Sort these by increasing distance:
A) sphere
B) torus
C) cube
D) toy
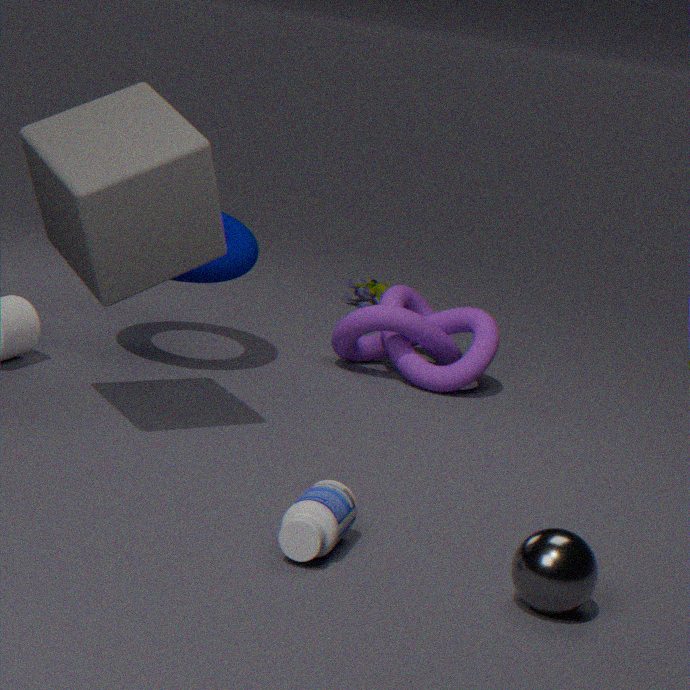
sphere < cube < torus < toy
